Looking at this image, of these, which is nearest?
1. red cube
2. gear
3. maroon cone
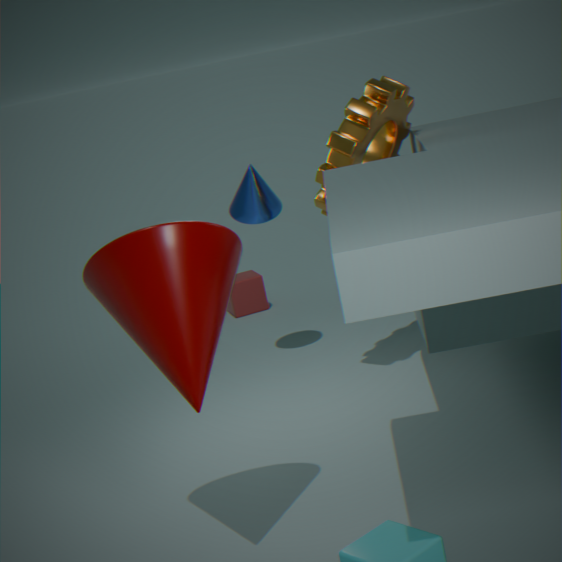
maroon cone
